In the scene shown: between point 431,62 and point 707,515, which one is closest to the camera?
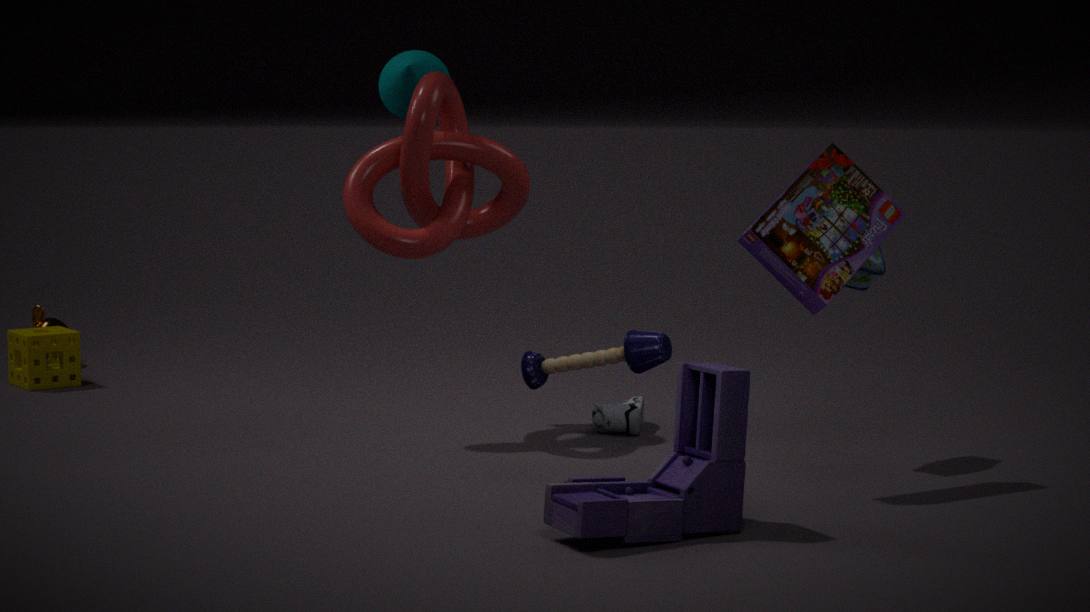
point 707,515
